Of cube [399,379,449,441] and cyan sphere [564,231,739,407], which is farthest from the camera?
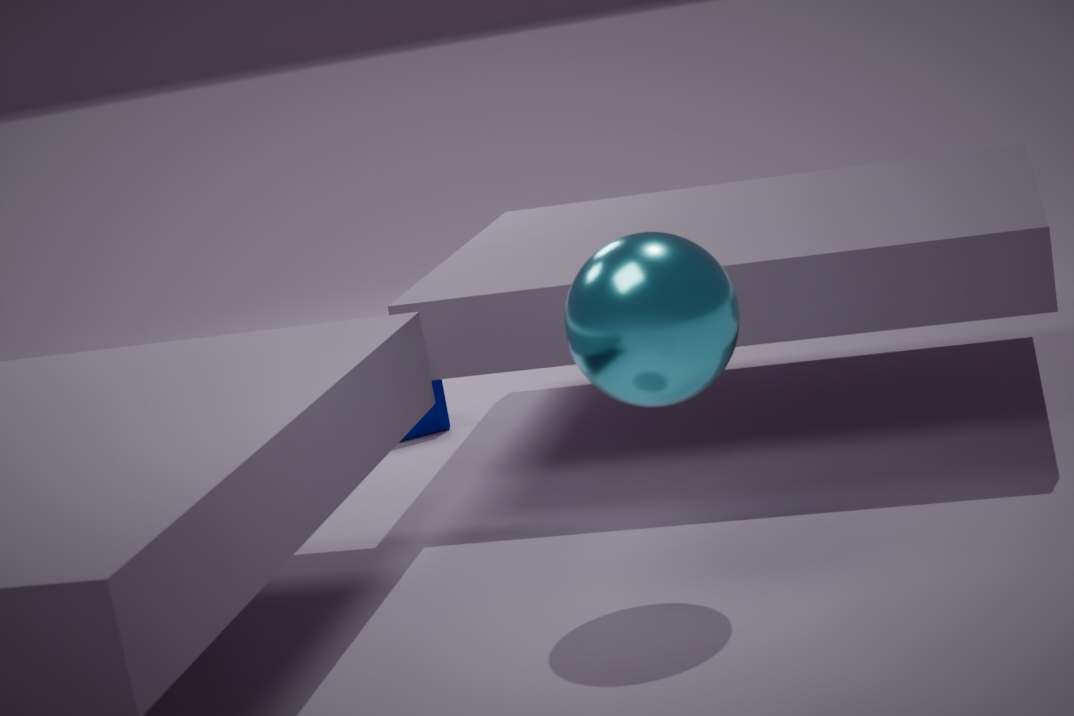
cube [399,379,449,441]
